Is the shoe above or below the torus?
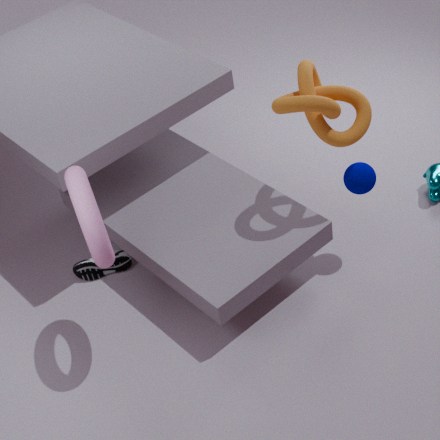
below
